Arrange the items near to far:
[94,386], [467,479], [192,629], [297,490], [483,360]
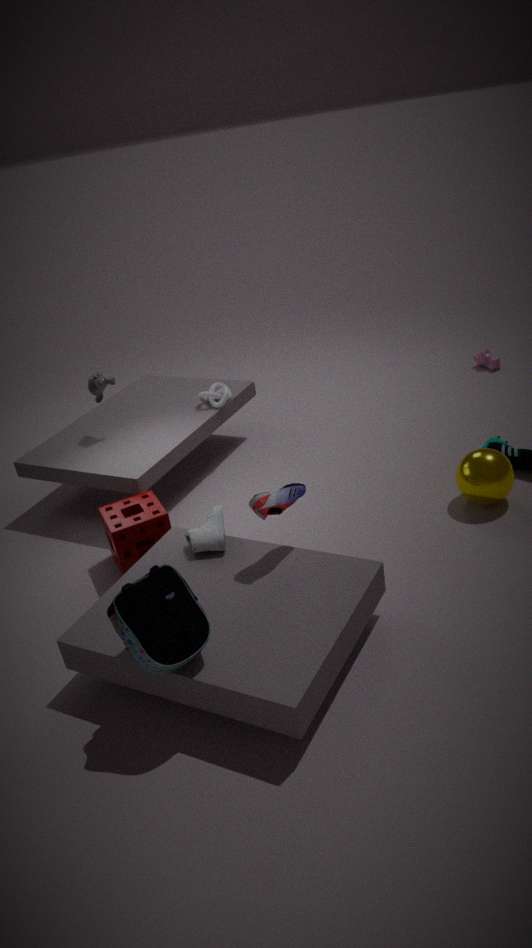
[192,629], [297,490], [467,479], [94,386], [483,360]
